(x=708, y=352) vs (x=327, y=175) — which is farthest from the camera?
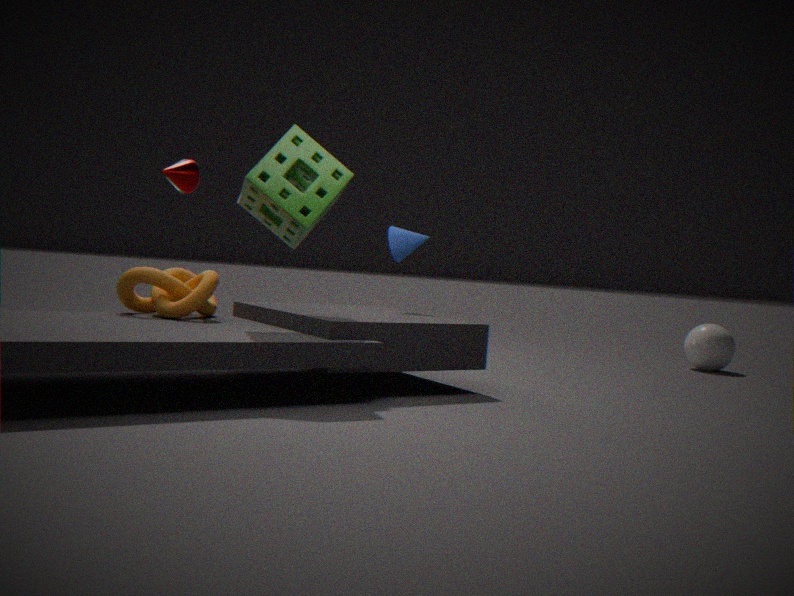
(x=708, y=352)
